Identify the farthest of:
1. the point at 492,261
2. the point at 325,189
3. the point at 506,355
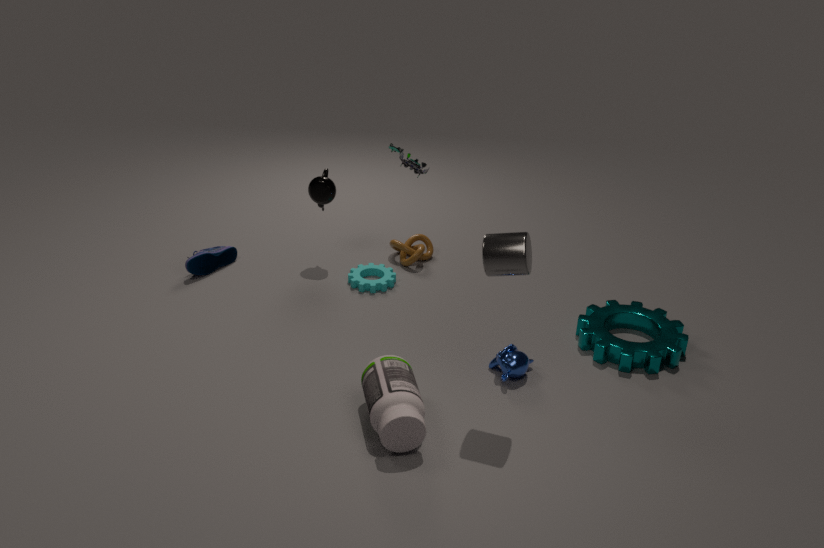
the point at 325,189
